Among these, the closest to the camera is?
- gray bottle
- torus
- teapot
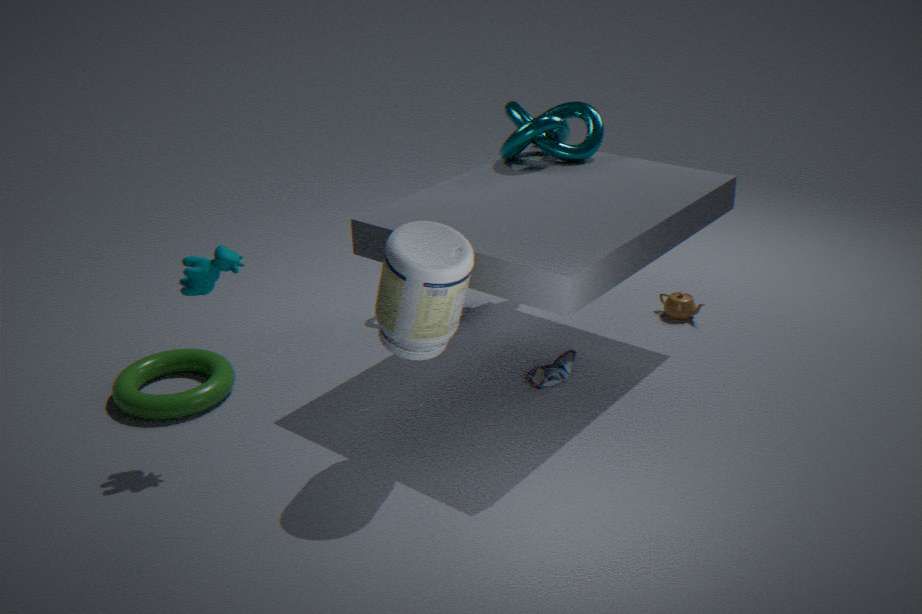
gray bottle
